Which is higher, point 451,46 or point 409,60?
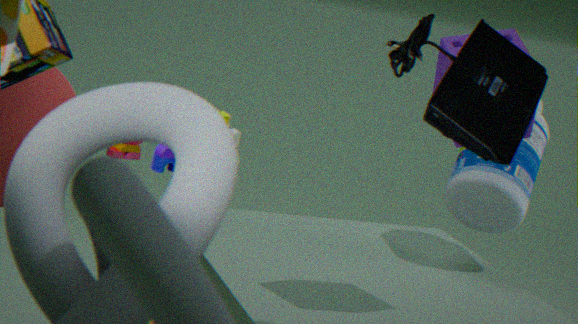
point 409,60
